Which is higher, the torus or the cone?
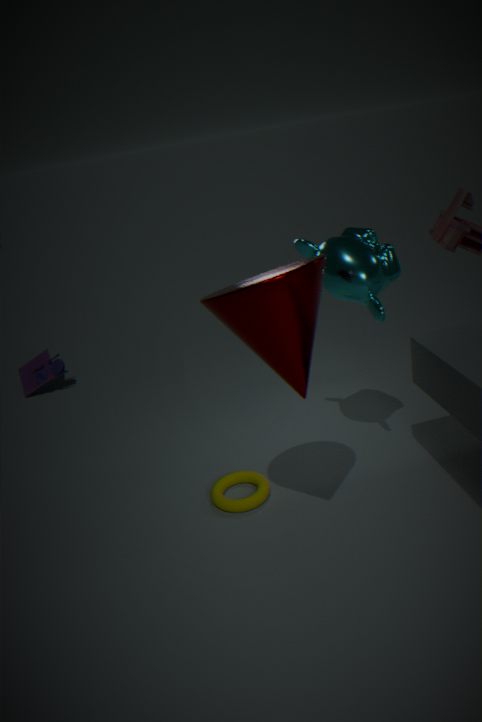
the cone
